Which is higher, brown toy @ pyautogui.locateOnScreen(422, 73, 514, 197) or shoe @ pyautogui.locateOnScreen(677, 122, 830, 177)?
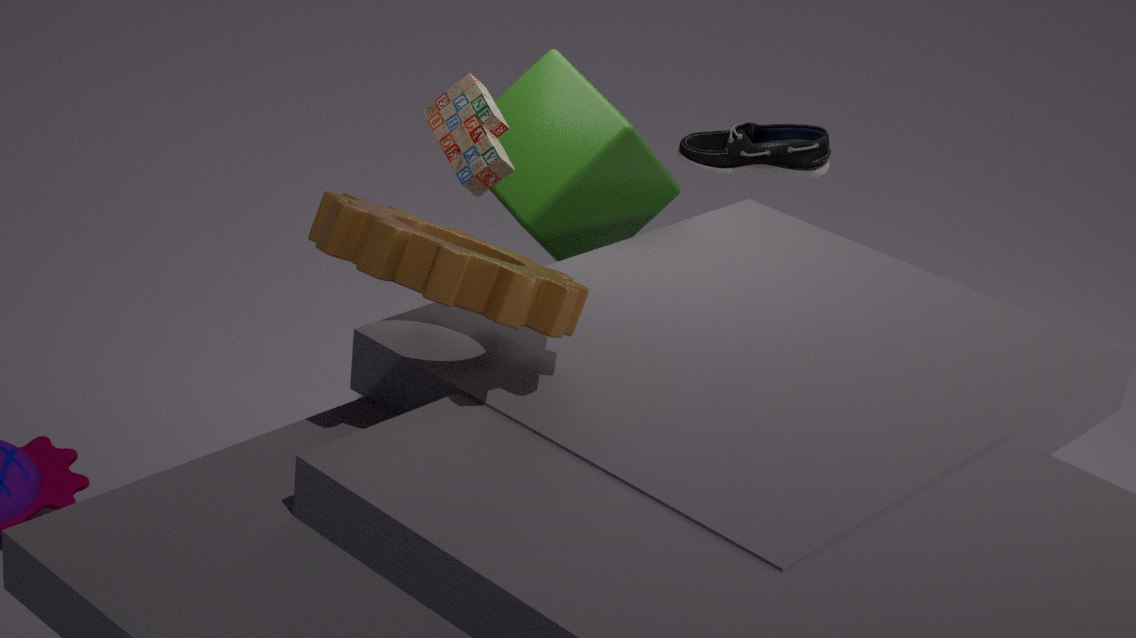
brown toy @ pyautogui.locateOnScreen(422, 73, 514, 197)
